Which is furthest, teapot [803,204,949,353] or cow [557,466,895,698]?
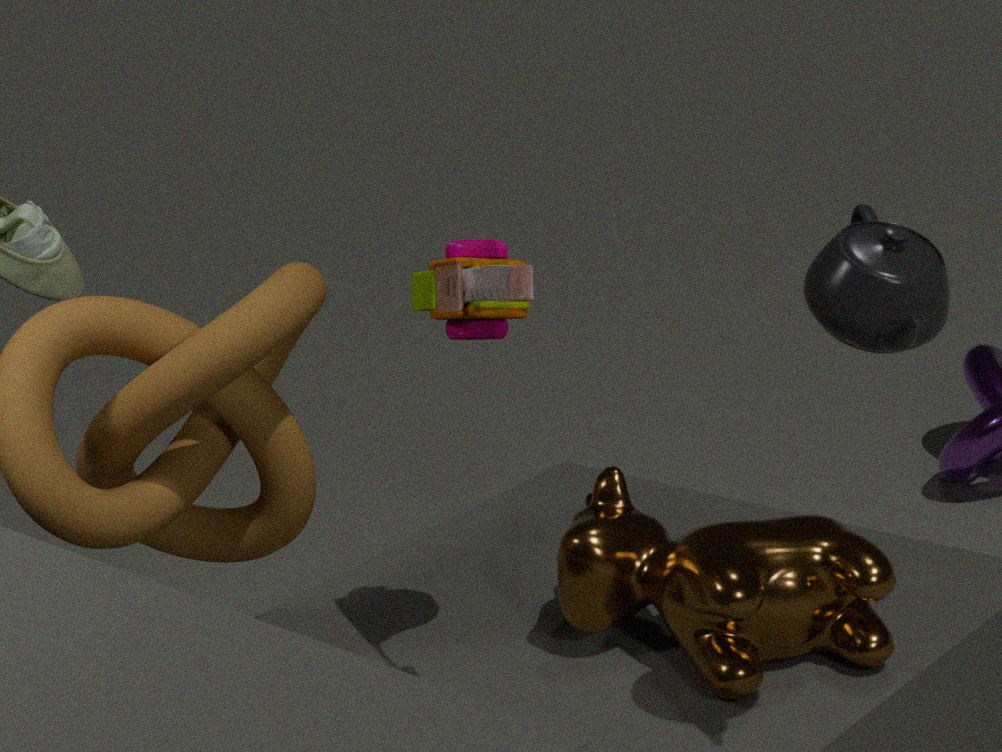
cow [557,466,895,698]
